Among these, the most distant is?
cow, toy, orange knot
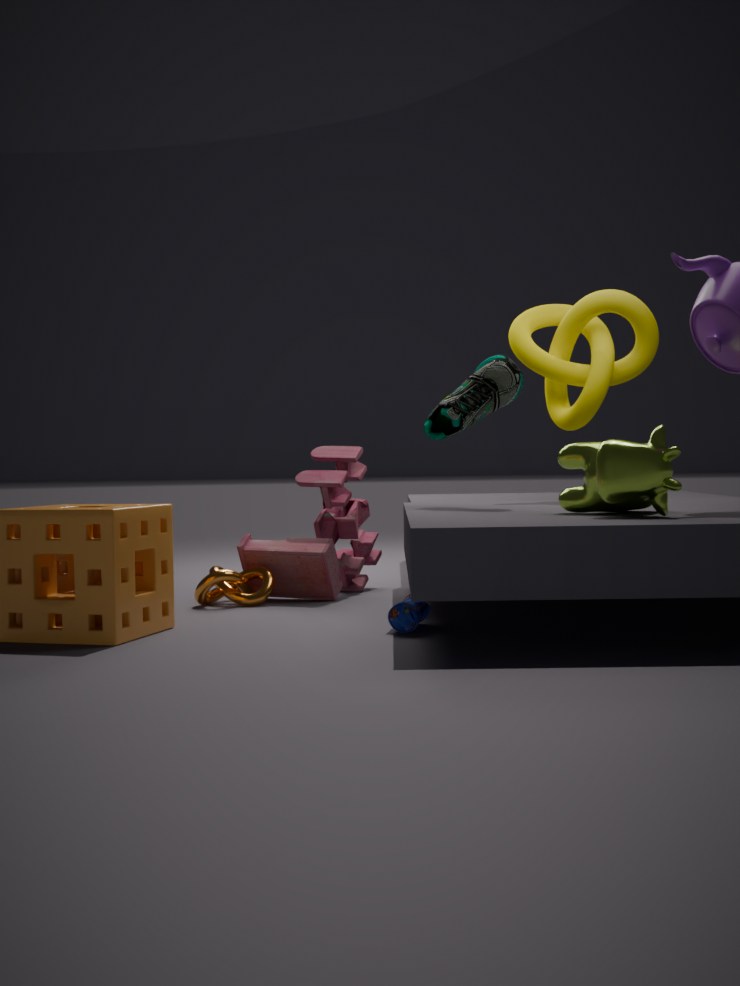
toy
